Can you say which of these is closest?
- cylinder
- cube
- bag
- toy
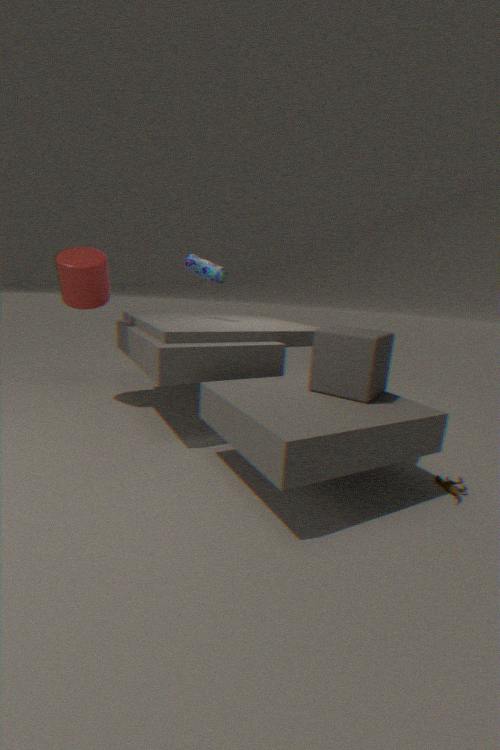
cube
